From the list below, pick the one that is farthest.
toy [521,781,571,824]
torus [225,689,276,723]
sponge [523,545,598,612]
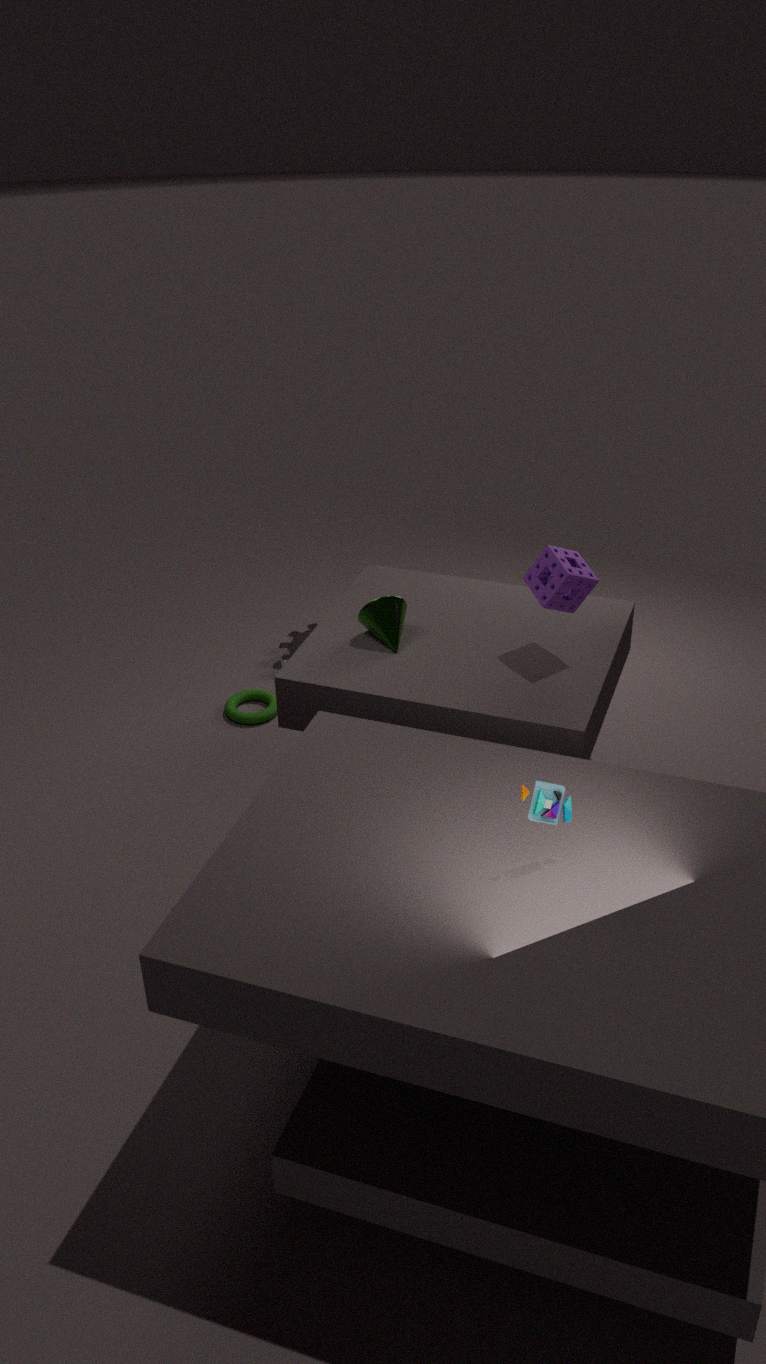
torus [225,689,276,723]
